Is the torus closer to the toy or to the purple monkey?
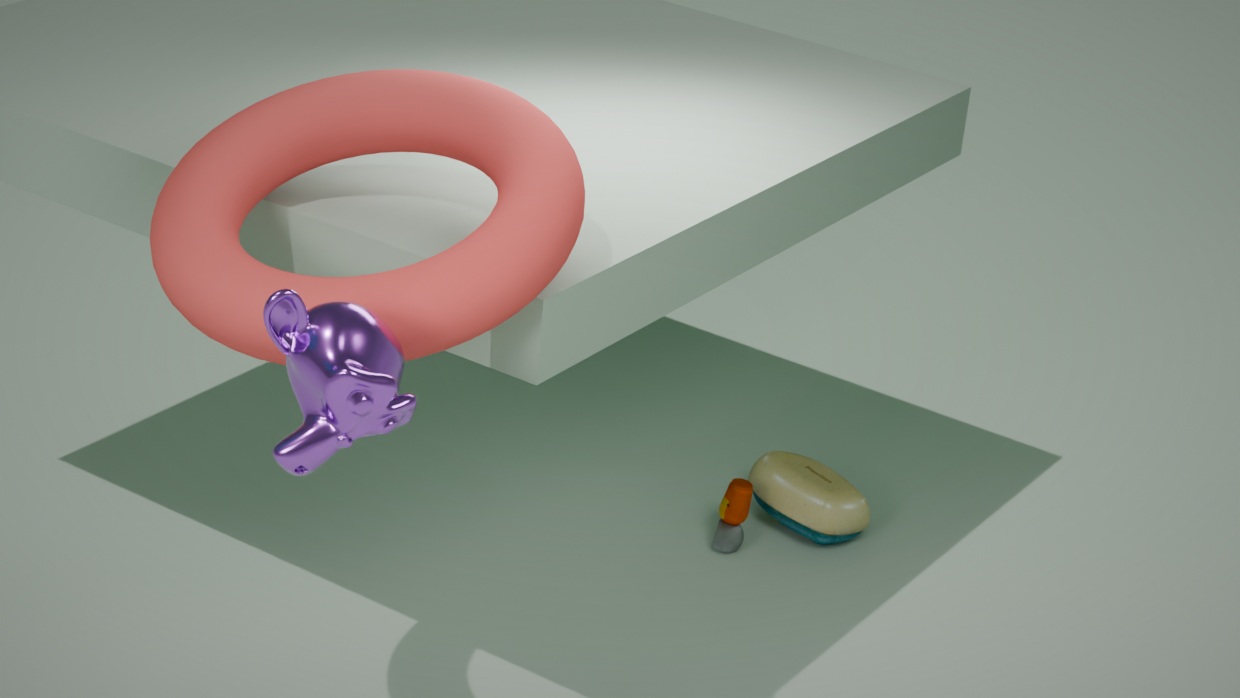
the purple monkey
